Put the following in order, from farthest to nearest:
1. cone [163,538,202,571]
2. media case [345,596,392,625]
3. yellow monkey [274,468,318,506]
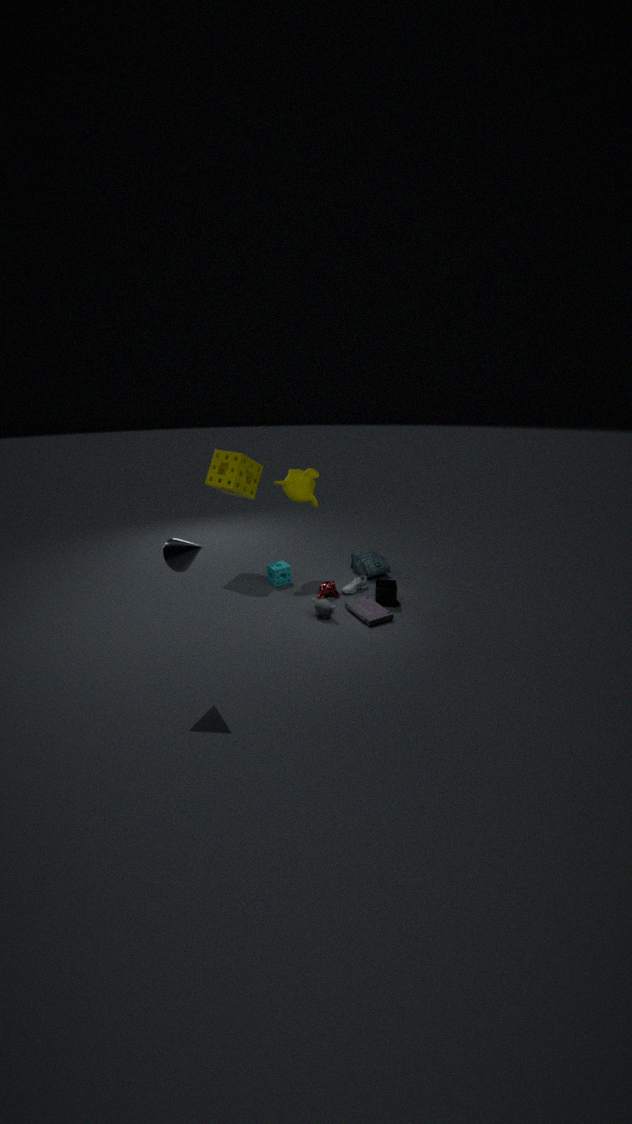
1. yellow monkey [274,468,318,506]
2. media case [345,596,392,625]
3. cone [163,538,202,571]
